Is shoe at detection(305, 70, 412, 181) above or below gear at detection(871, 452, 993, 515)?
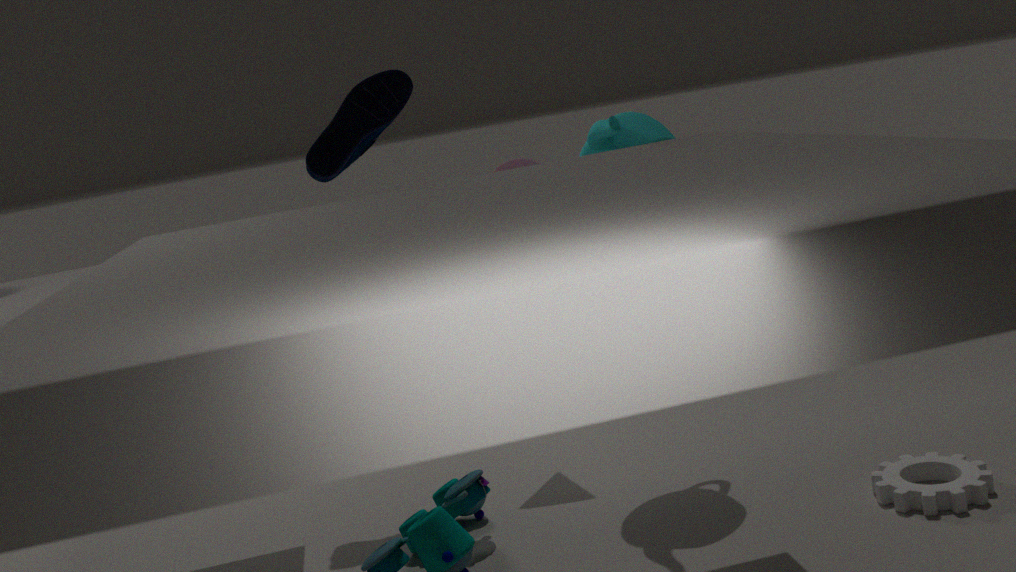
above
